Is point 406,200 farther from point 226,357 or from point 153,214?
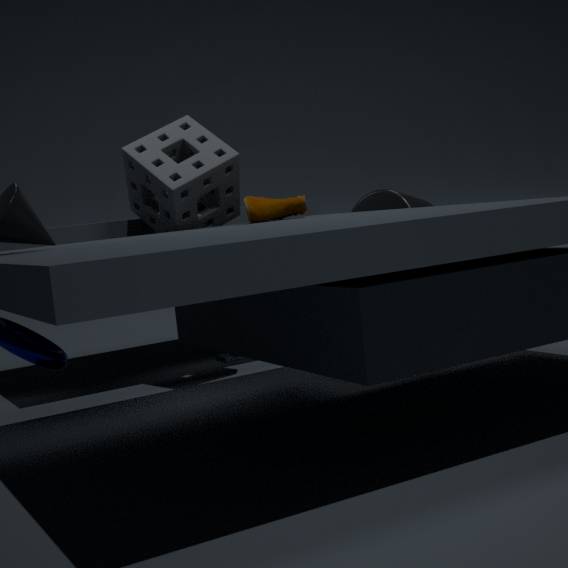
point 226,357
